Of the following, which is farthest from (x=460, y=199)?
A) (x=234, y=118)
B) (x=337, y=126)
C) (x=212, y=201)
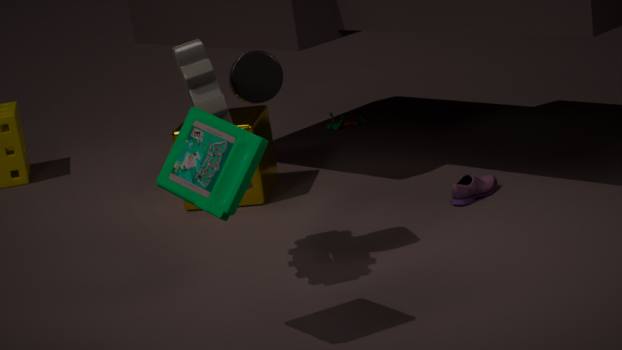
(x=212, y=201)
